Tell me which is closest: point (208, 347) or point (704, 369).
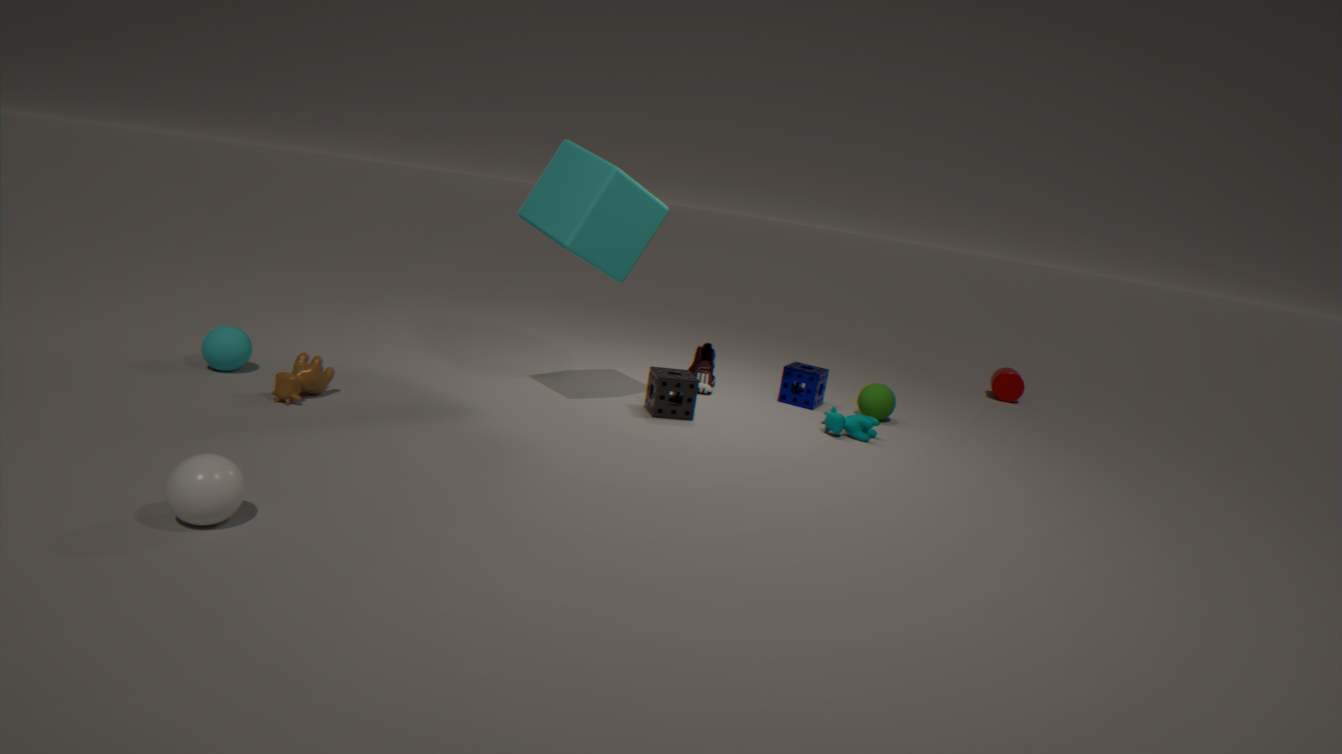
point (208, 347)
